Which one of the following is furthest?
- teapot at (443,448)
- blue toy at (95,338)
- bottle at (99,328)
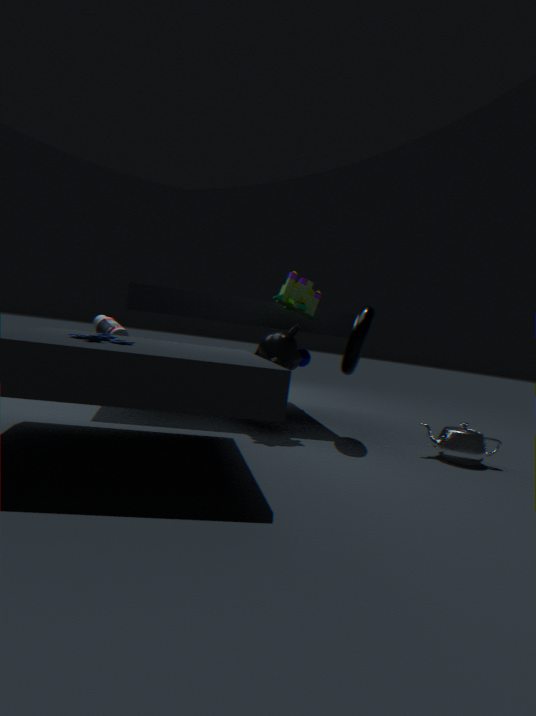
bottle at (99,328)
